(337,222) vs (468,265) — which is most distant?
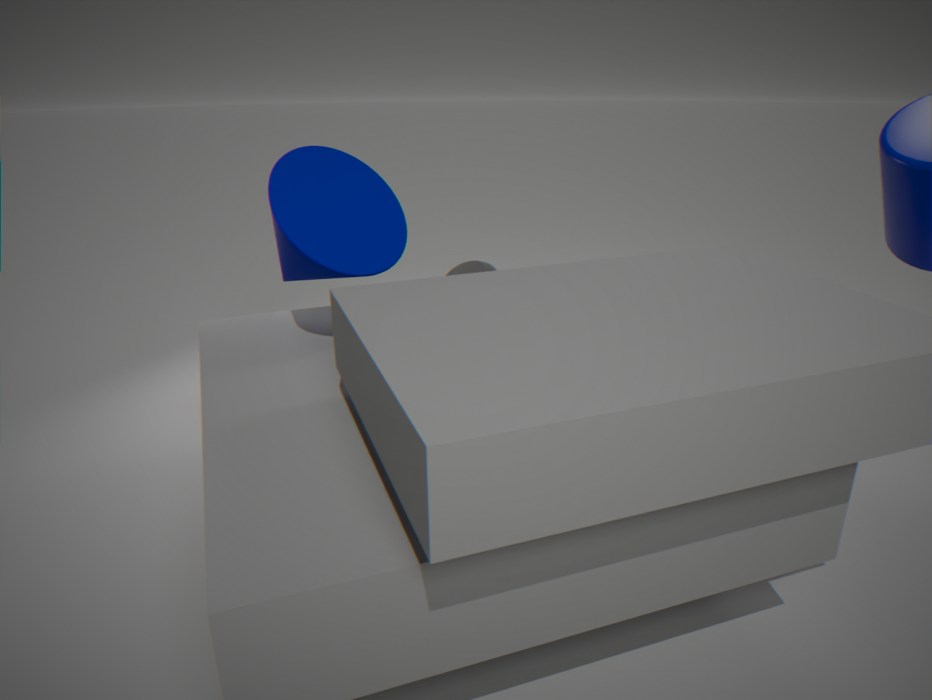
(468,265)
